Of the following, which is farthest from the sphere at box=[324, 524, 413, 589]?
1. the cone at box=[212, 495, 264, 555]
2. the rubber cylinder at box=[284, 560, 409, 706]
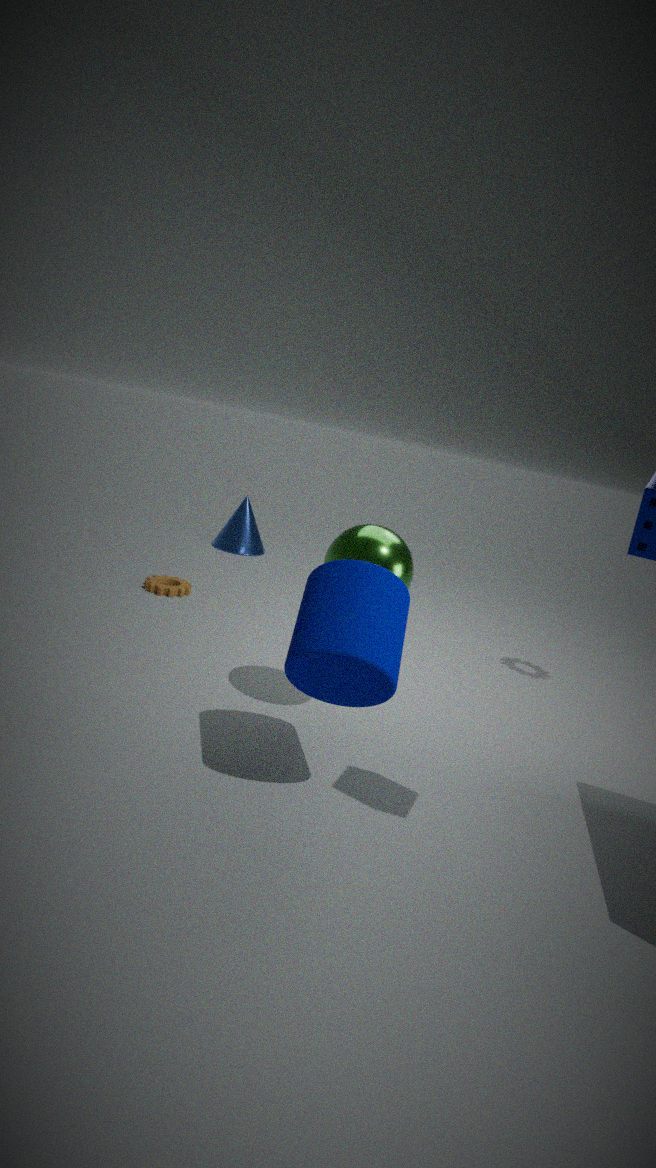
the cone at box=[212, 495, 264, 555]
